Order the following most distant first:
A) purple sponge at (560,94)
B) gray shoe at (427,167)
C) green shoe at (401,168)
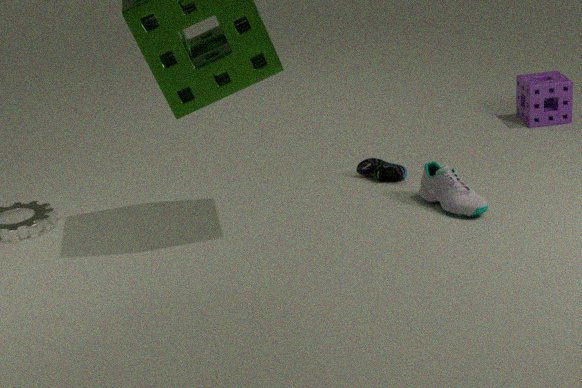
purple sponge at (560,94) → green shoe at (401,168) → gray shoe at (427,167)
